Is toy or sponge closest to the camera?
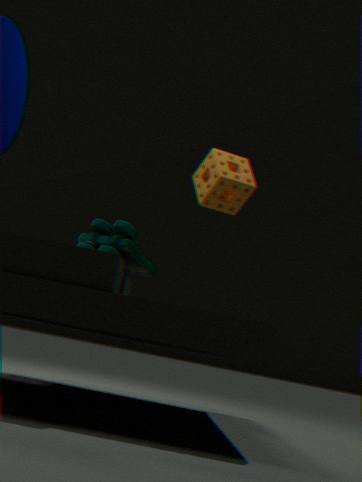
toy
